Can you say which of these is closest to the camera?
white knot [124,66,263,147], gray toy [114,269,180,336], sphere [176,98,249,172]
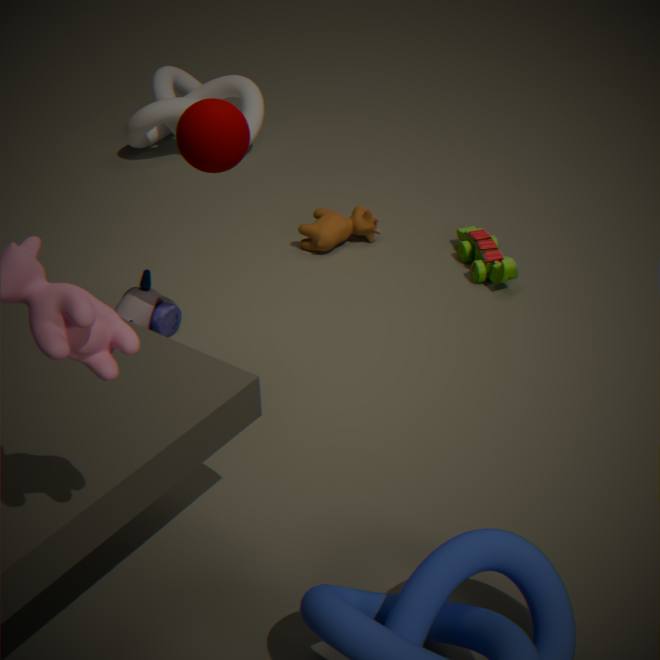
sphere [176,98,249,172]
